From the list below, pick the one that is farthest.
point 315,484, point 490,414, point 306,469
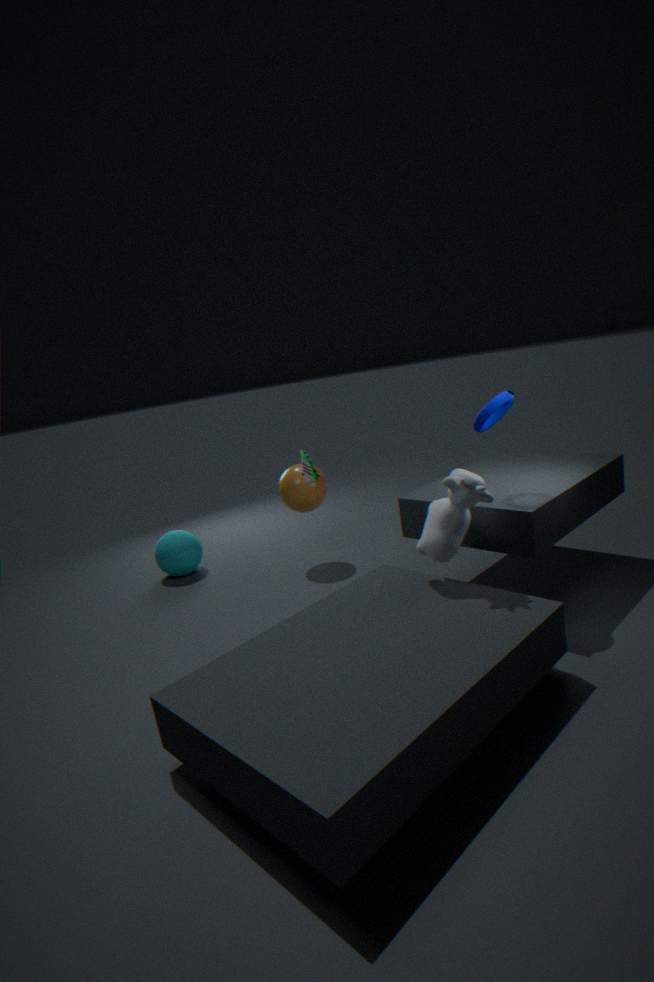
point 315,484
